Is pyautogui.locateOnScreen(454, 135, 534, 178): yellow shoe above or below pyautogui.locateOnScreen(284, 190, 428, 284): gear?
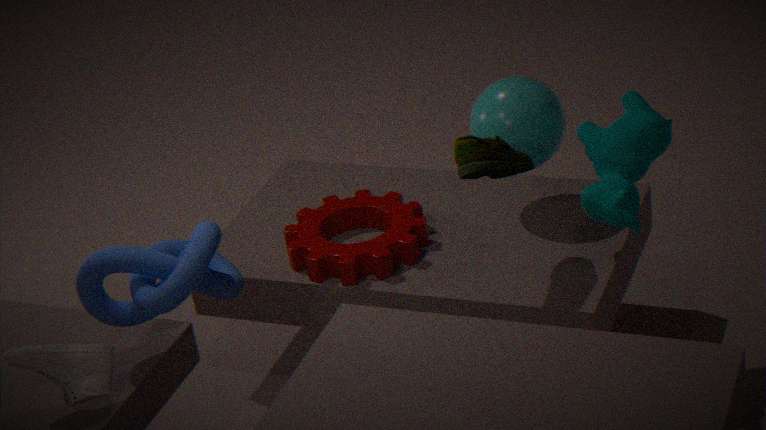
above
